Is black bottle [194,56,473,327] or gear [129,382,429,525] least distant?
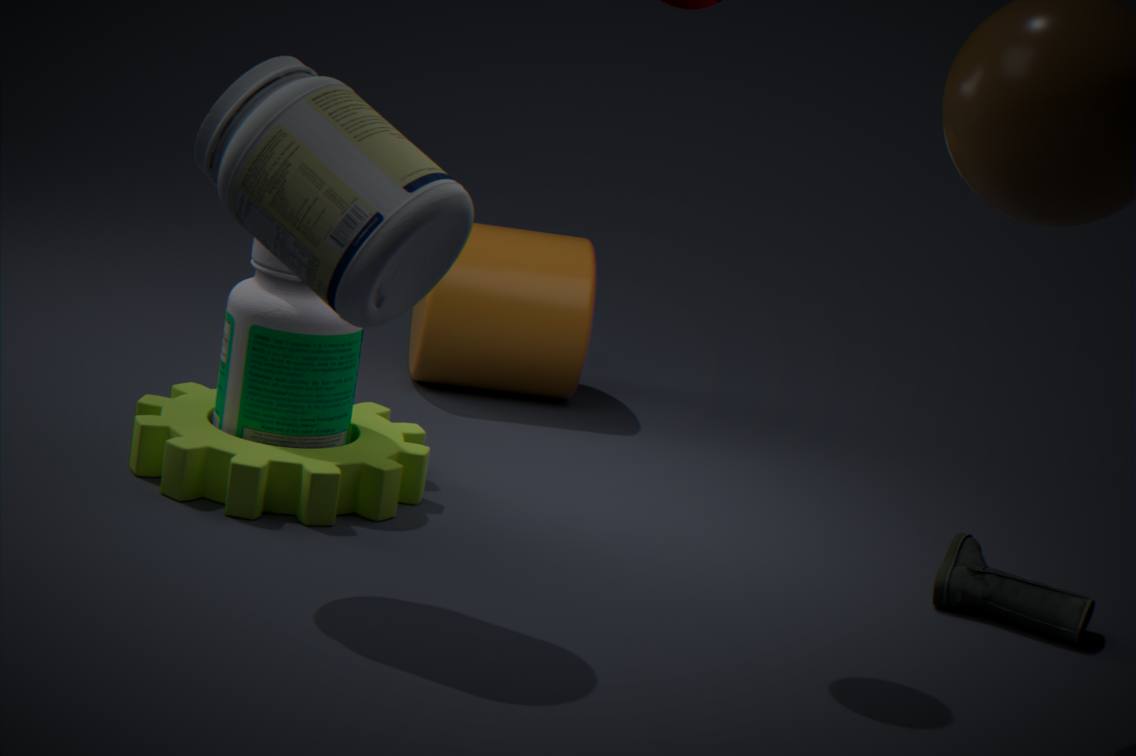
black bottle [194,56,473,327]
